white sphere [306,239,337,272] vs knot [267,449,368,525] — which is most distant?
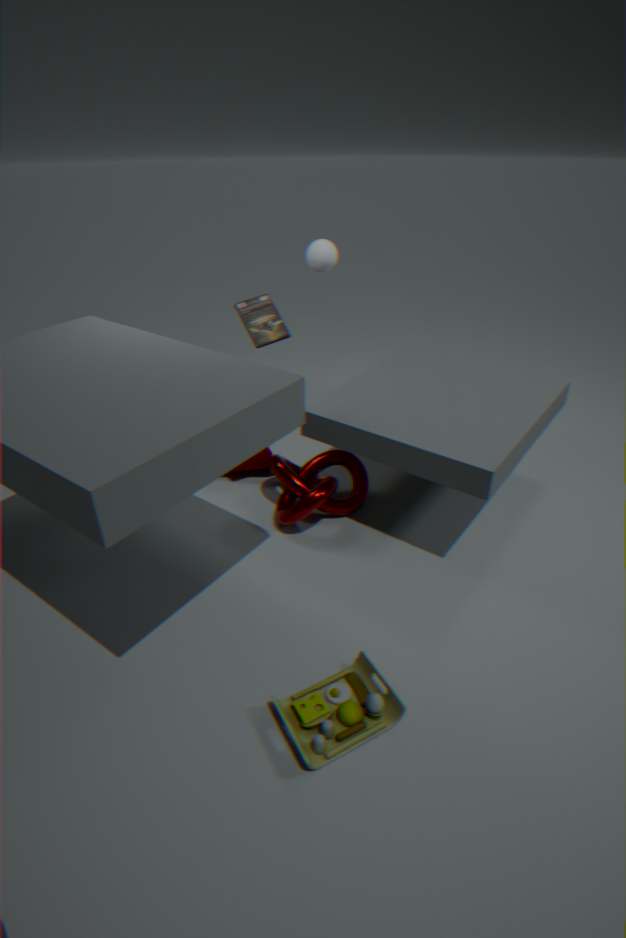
white sphere [306,239,337,272]
